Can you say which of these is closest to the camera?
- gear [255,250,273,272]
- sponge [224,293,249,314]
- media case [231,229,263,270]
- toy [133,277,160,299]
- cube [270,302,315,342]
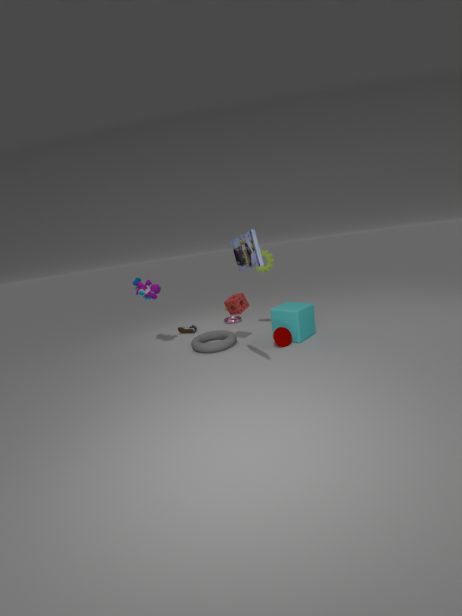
media case [231,229,263,270]
